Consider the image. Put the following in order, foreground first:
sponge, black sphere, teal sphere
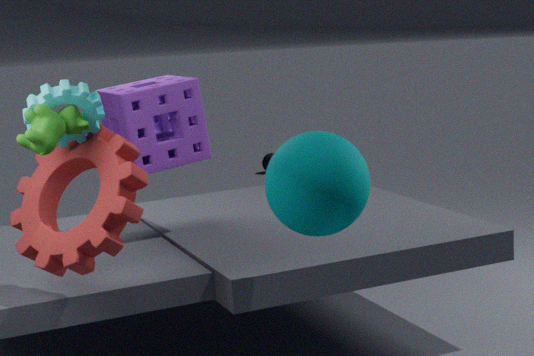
teal sphere → sponge → black sphere
